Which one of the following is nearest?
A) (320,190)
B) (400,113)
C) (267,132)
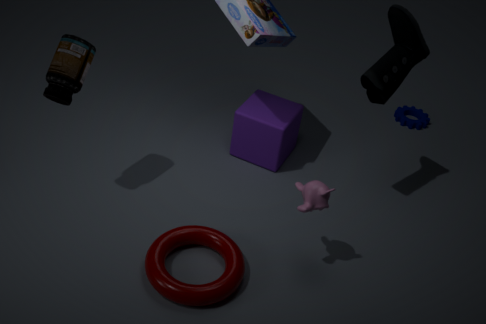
(320,190)
